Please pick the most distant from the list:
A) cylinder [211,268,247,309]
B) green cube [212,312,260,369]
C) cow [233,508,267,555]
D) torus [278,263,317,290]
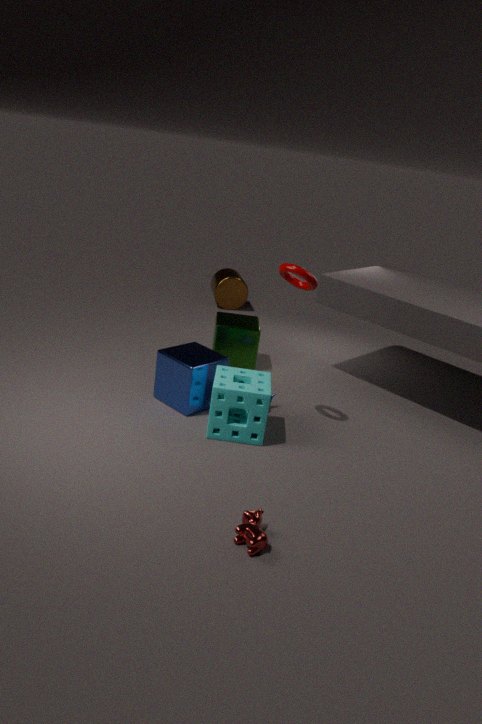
cylinder [211,268,247,309]
